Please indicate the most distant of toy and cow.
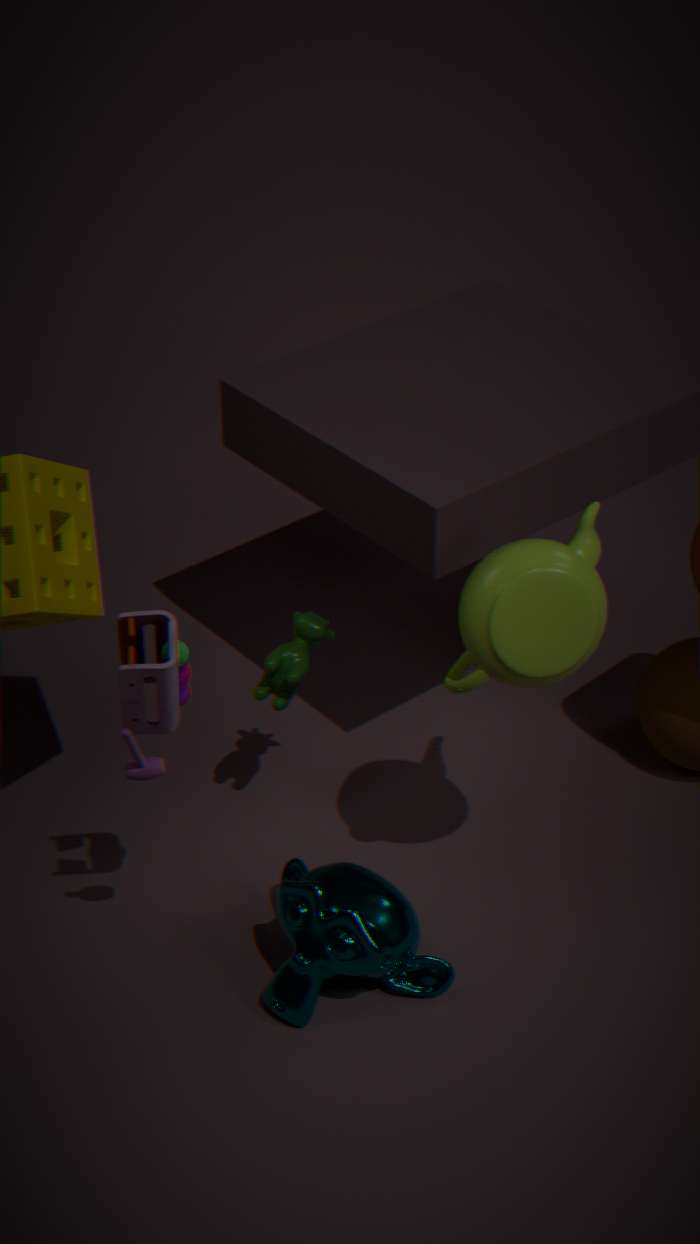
cow
